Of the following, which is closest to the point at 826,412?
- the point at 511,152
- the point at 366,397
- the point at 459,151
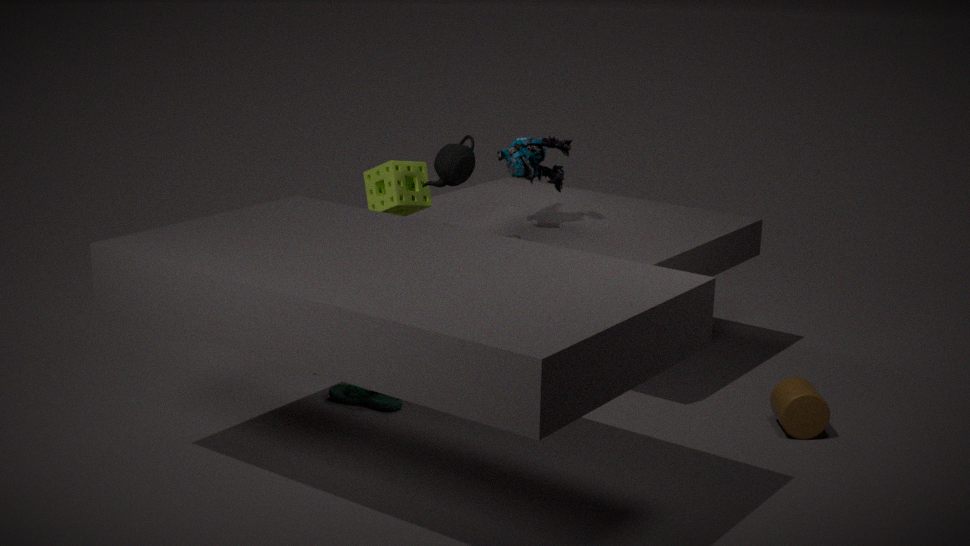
the point at 511,152
